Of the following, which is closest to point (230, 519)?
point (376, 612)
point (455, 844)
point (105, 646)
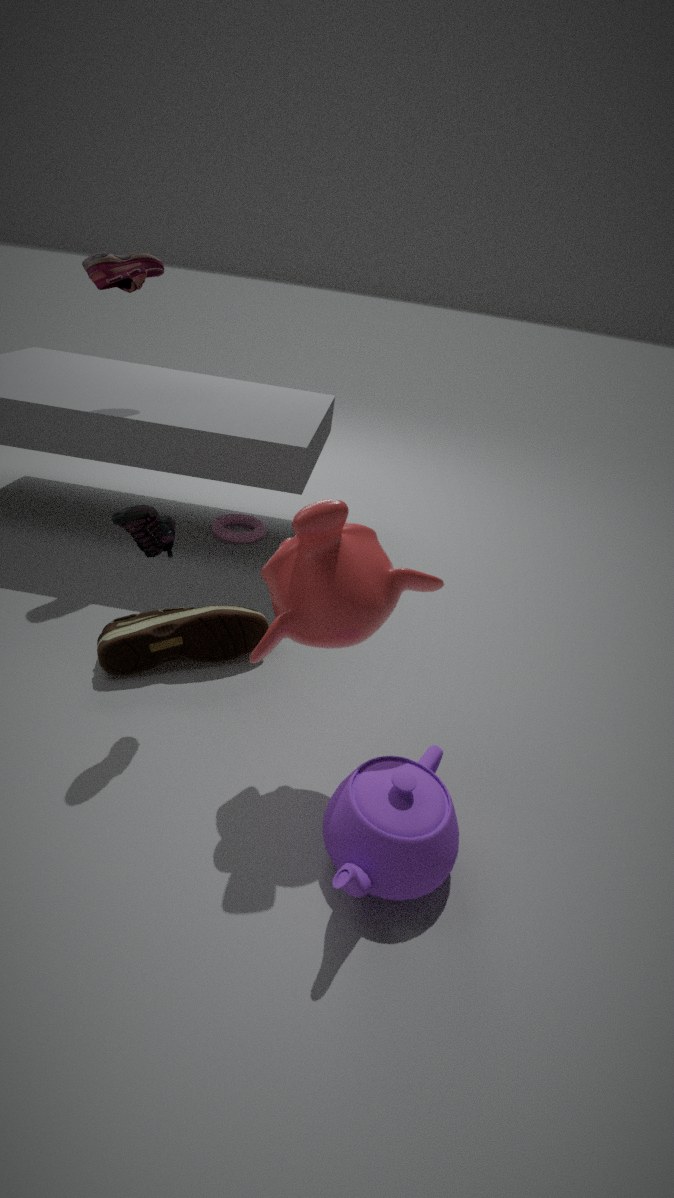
point (105, 646)
